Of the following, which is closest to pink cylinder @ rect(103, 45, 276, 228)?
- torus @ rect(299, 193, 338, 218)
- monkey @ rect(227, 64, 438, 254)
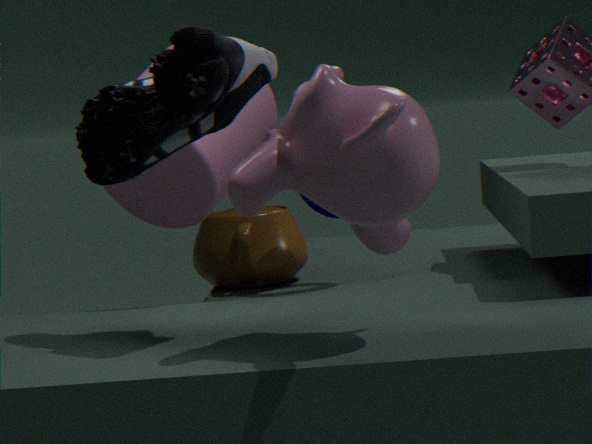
torus @ rect(299, 193, 338, 218)
